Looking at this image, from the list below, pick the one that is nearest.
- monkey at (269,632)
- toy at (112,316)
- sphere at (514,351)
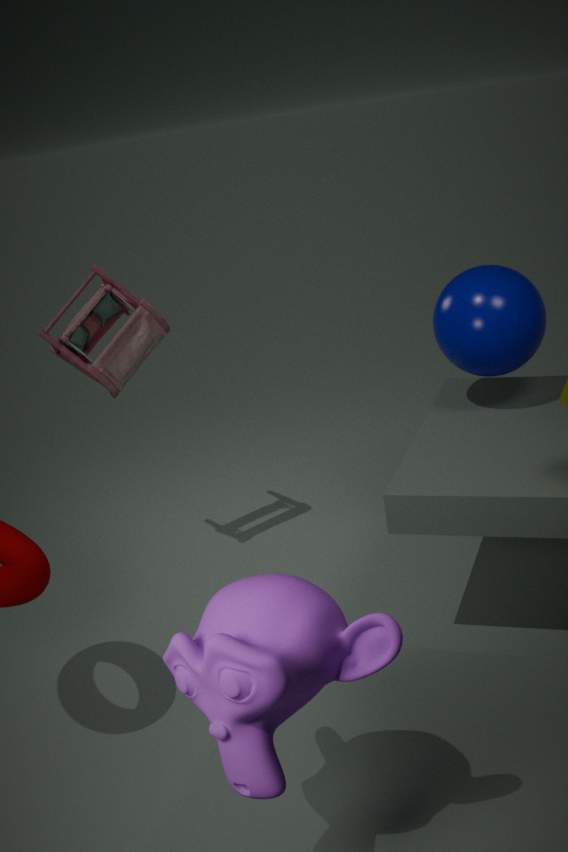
monkey at (269,632)
